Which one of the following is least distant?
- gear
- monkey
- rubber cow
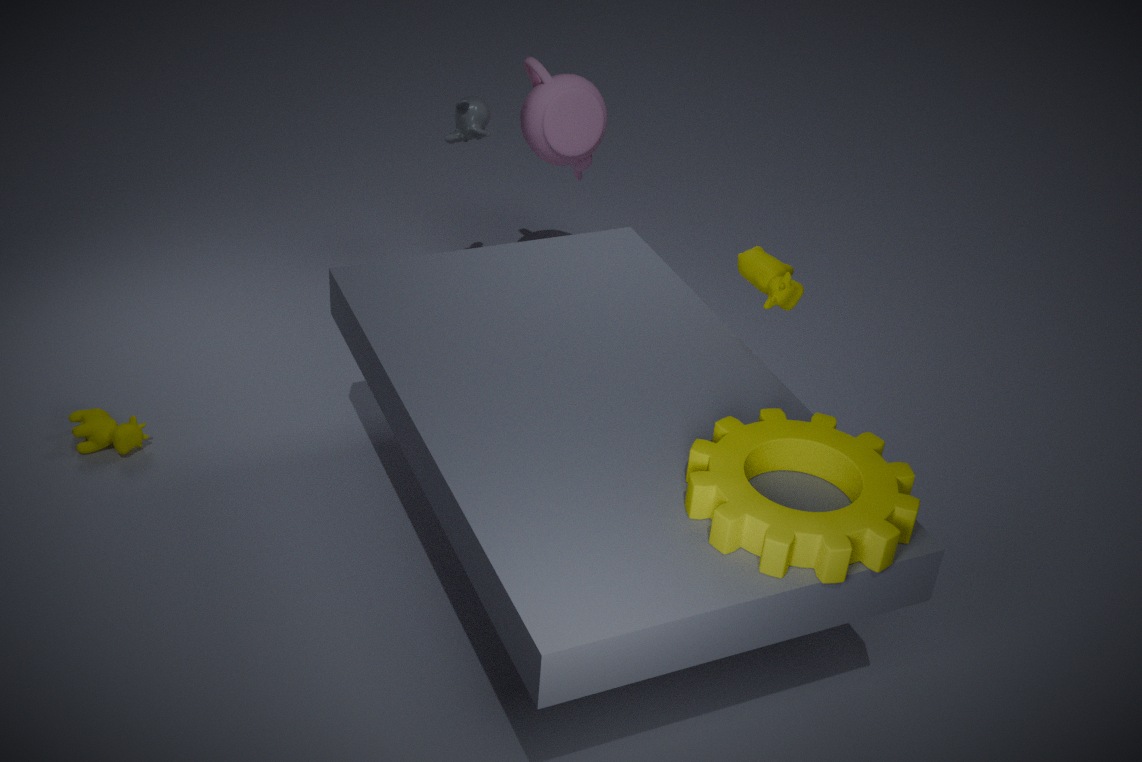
gear
